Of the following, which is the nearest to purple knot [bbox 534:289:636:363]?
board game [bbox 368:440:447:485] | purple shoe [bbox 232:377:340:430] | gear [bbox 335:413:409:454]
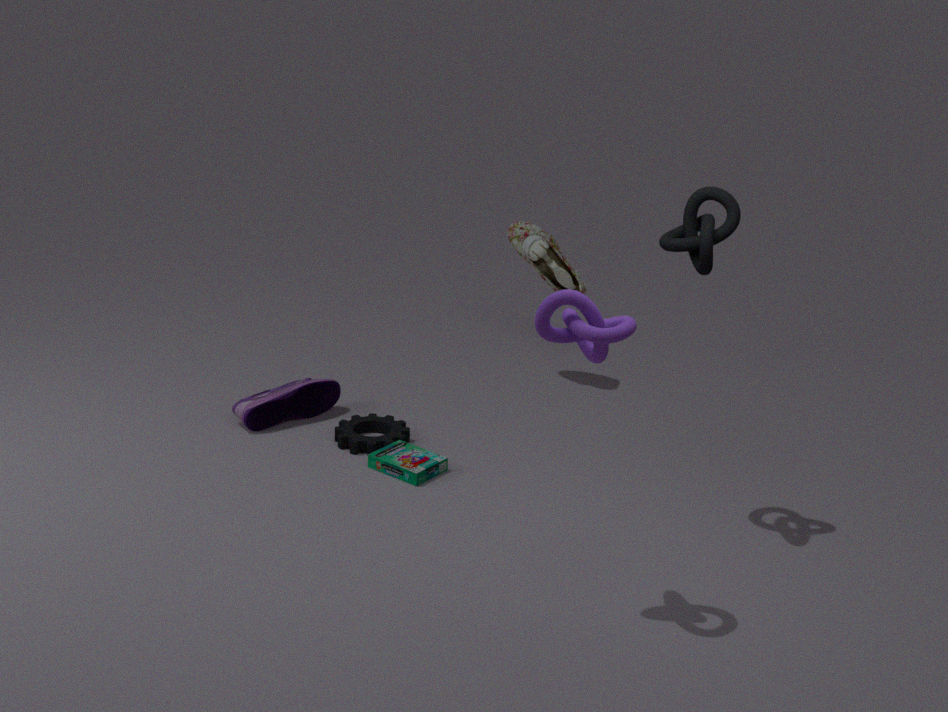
board game [bbox 368:440:447:485]
